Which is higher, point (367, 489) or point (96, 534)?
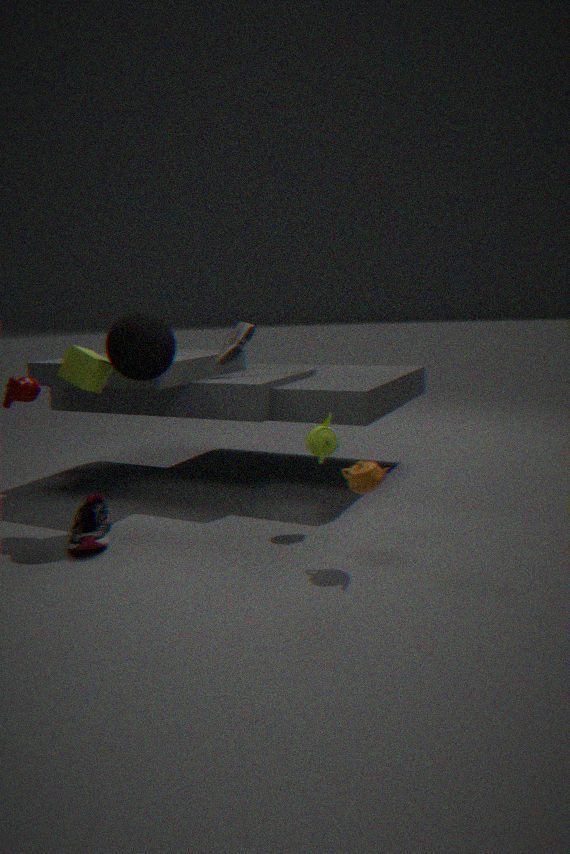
point (367, 489)
